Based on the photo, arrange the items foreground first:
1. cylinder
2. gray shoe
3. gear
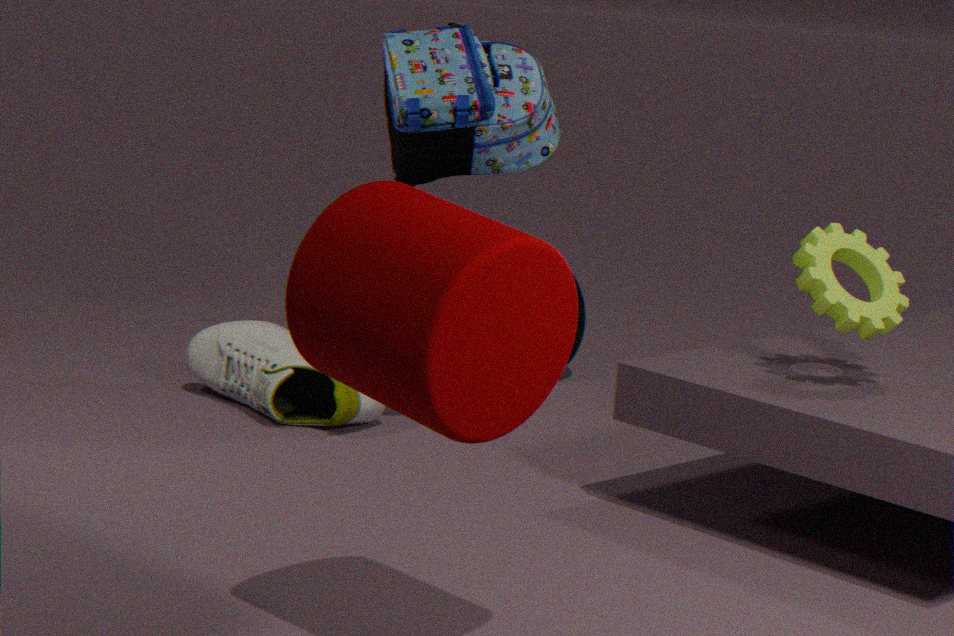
cylinder → gear → gray shoe
